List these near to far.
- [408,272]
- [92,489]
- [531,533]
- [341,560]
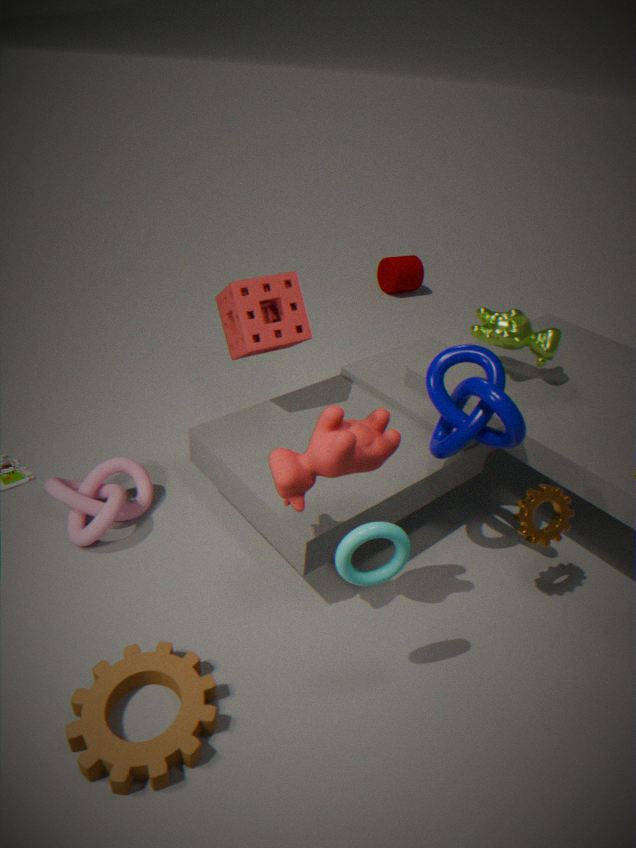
[341,560], [531,533], [92,489], [408,272]
